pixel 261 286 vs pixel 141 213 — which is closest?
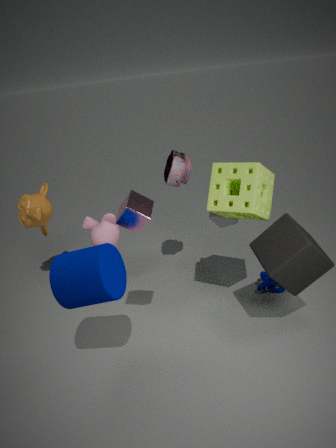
pixel 141 213
